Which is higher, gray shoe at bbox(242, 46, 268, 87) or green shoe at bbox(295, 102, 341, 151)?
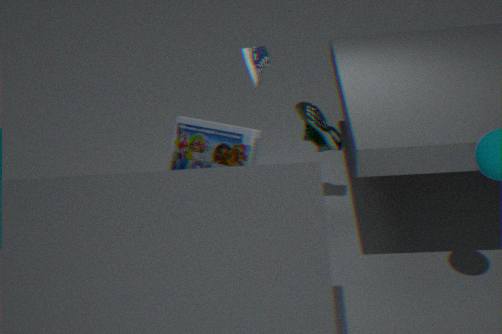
gray shoe at bbox(242, 46, 268, 87)
